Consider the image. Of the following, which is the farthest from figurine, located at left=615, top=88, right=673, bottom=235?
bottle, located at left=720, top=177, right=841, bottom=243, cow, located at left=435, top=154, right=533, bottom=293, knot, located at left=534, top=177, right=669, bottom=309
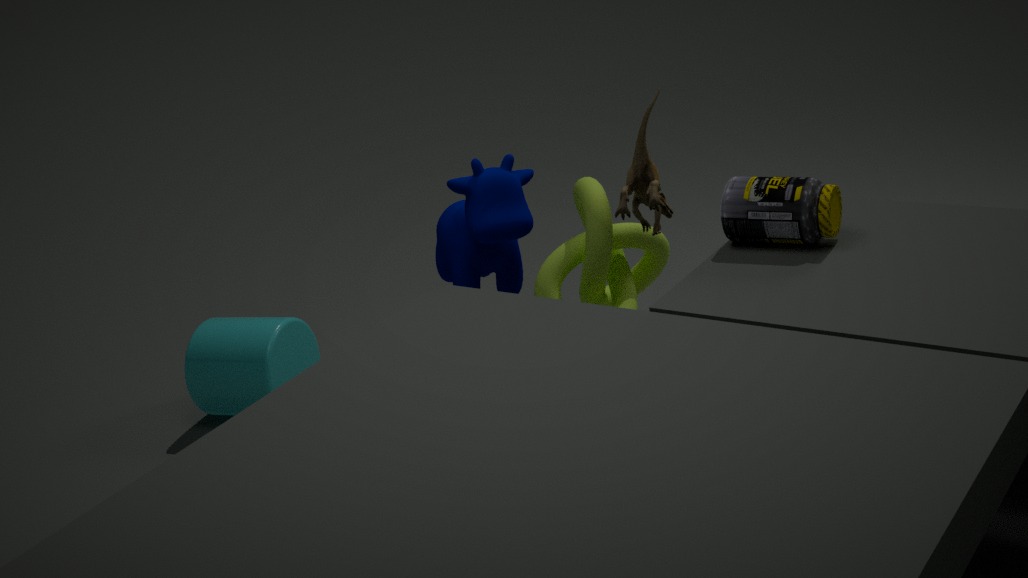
bottle, located at left=720, top=177, right=841, bottom=243
